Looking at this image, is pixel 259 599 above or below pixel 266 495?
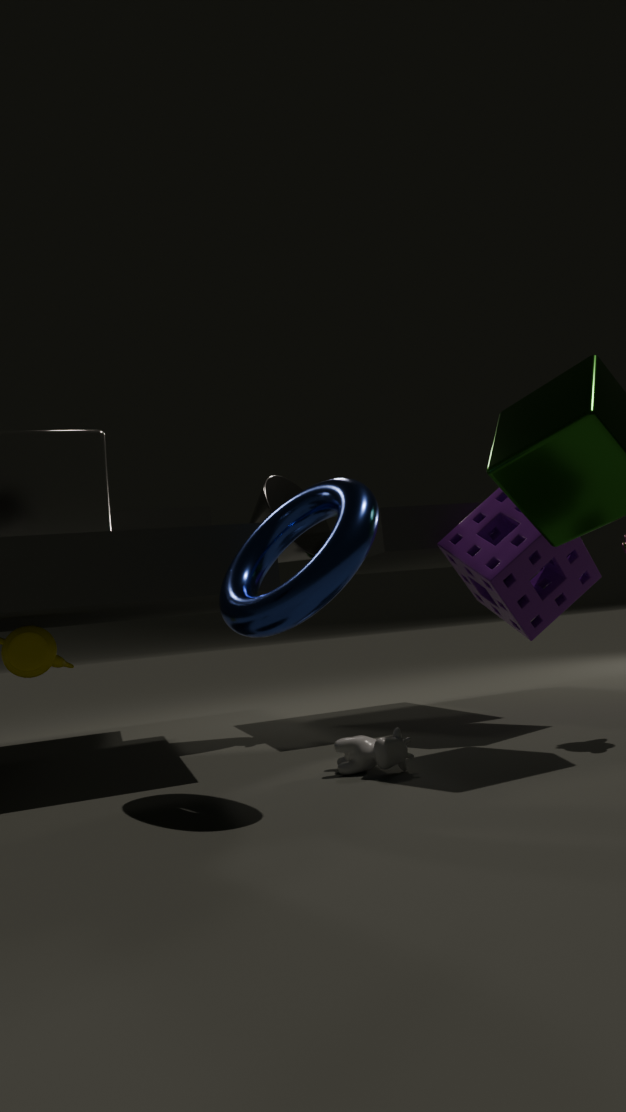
below
